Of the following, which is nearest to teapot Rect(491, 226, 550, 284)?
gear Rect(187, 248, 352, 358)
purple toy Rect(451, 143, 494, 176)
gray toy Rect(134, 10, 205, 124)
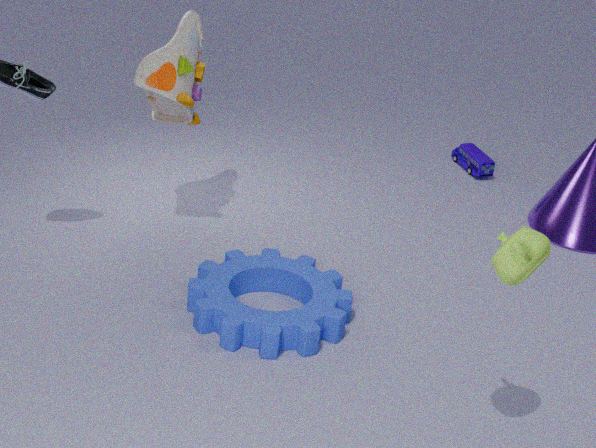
gear Rect(187, 248, 352, 358)
